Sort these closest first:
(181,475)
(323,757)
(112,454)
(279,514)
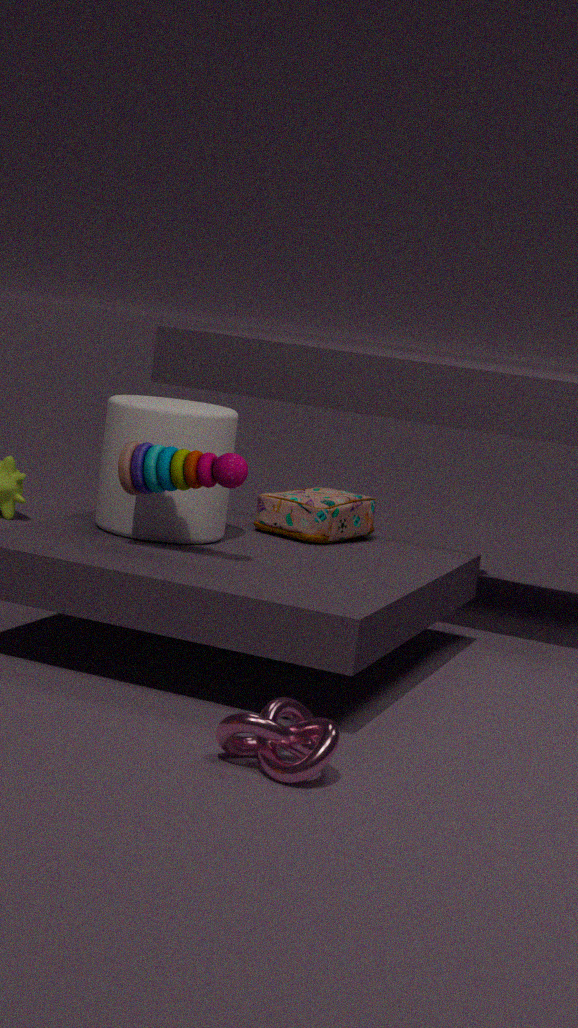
1. (323,757)
2. (181,475)
3. (112,454)
4. (279,514)
